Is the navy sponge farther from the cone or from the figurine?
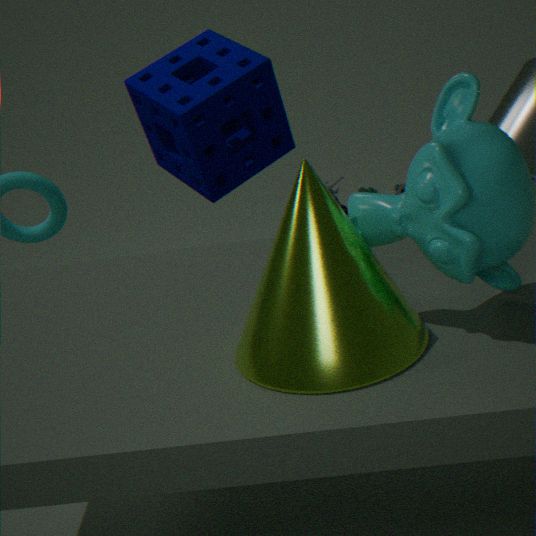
the figurine
